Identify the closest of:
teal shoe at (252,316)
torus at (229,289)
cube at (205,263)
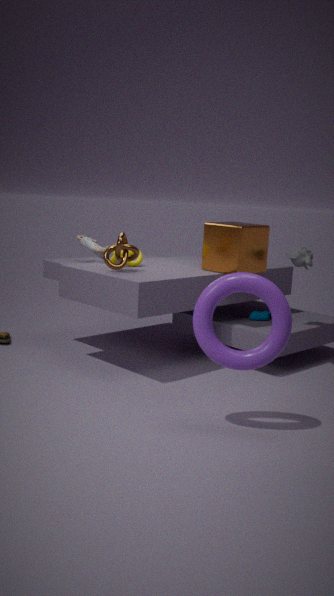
torus at (229,289)
